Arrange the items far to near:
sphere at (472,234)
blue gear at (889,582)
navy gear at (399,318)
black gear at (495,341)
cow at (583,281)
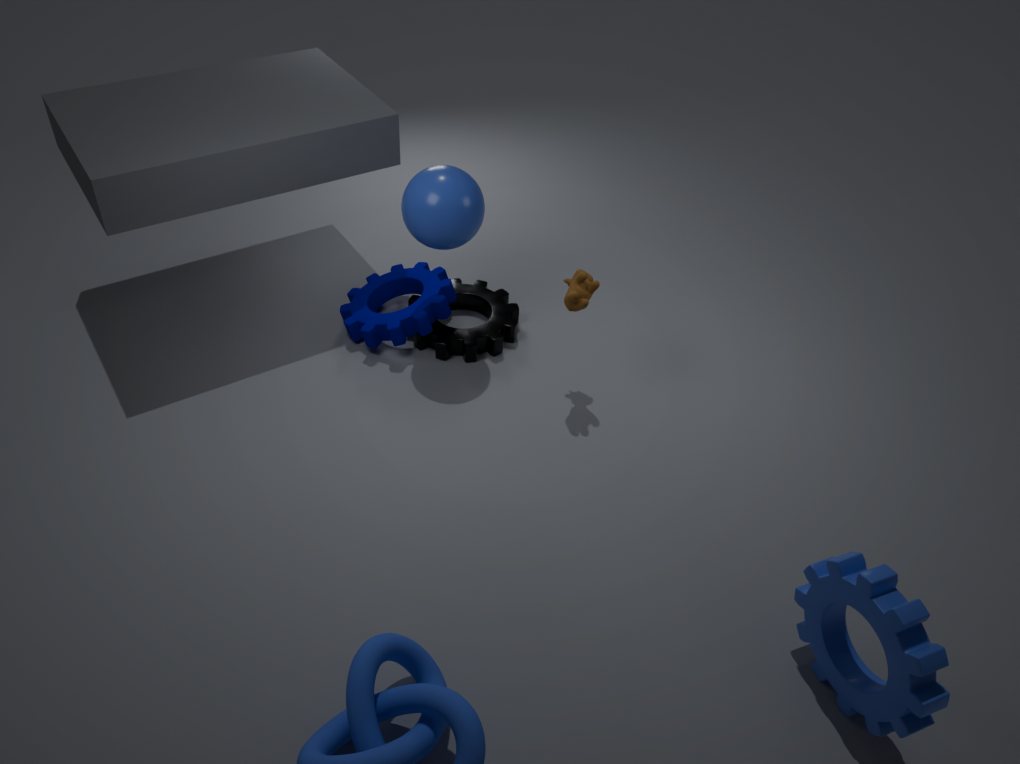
black gear at (495,341) → navy gear at (399,318) → sphere at (472,234) → cow at (583,281) → blue gear at (889,582)
